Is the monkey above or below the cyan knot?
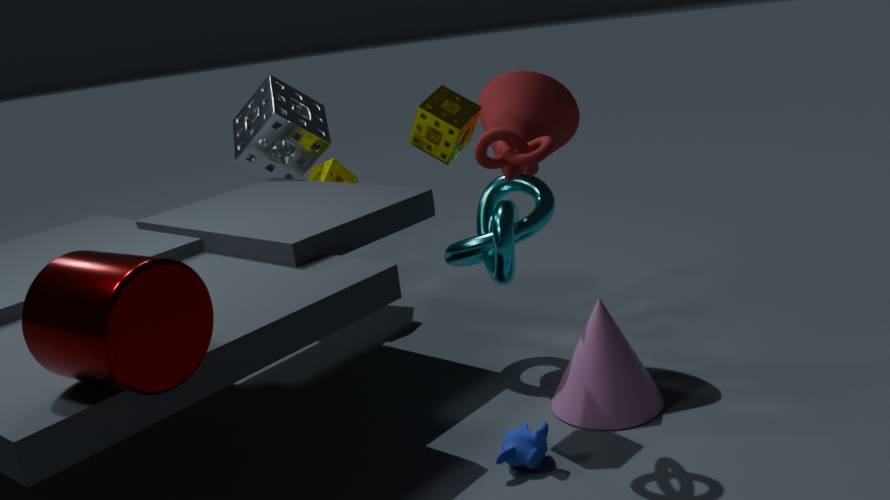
below
